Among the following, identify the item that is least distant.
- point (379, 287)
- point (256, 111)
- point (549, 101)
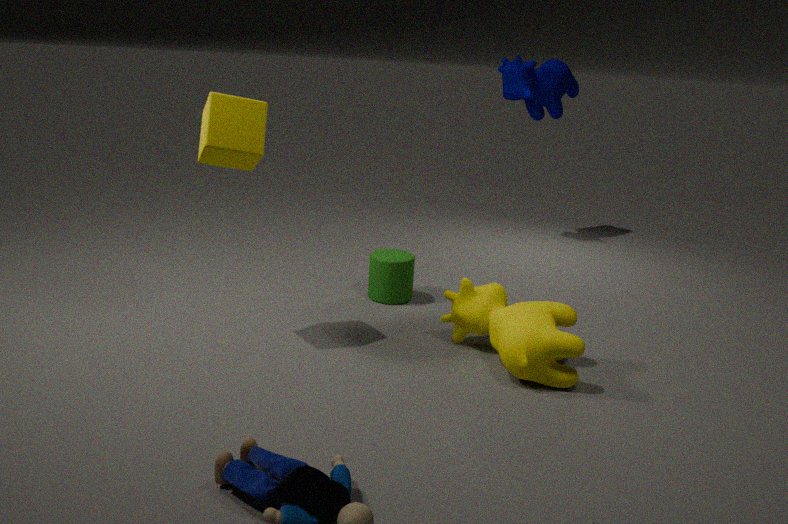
point (256, 111)
